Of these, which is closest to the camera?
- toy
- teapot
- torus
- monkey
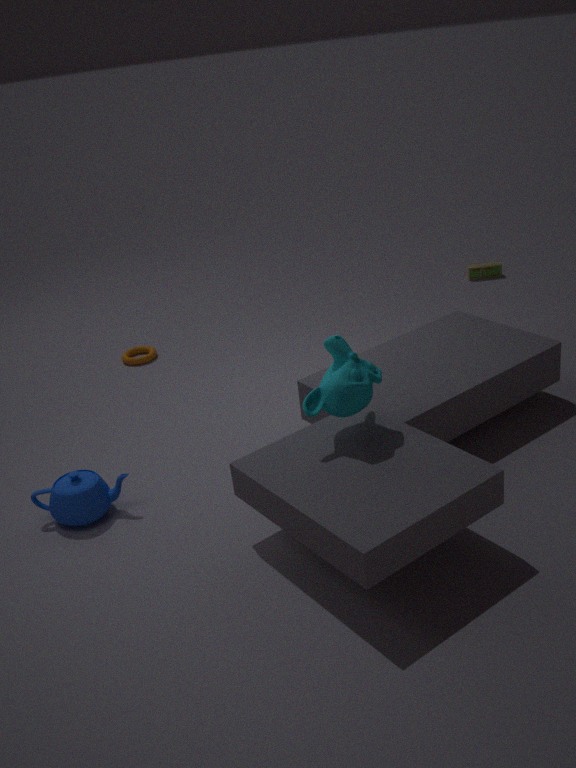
monkey
